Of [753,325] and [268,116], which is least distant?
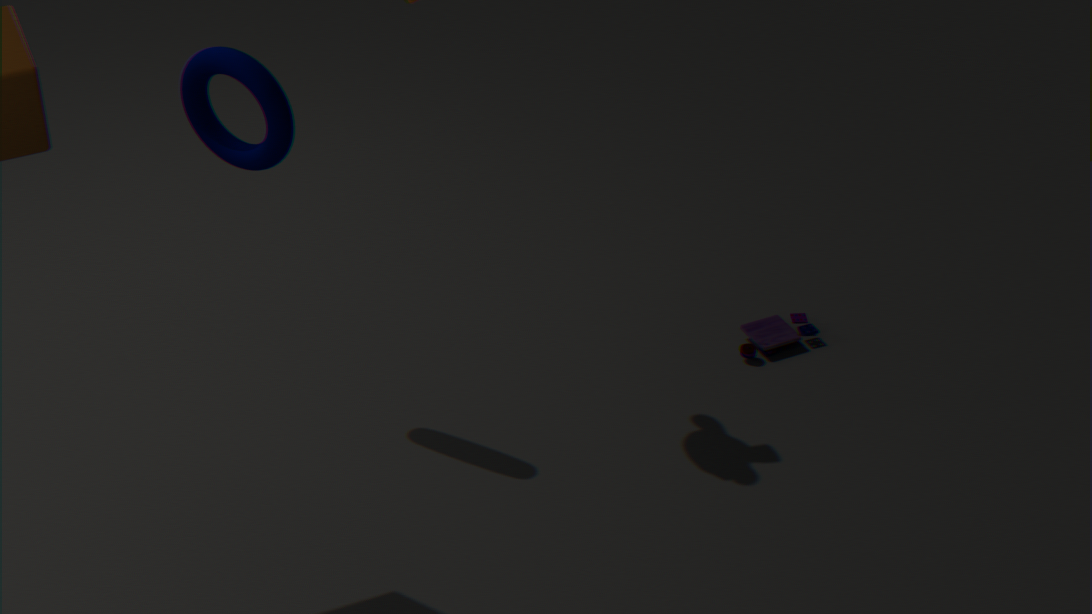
[268,116]
